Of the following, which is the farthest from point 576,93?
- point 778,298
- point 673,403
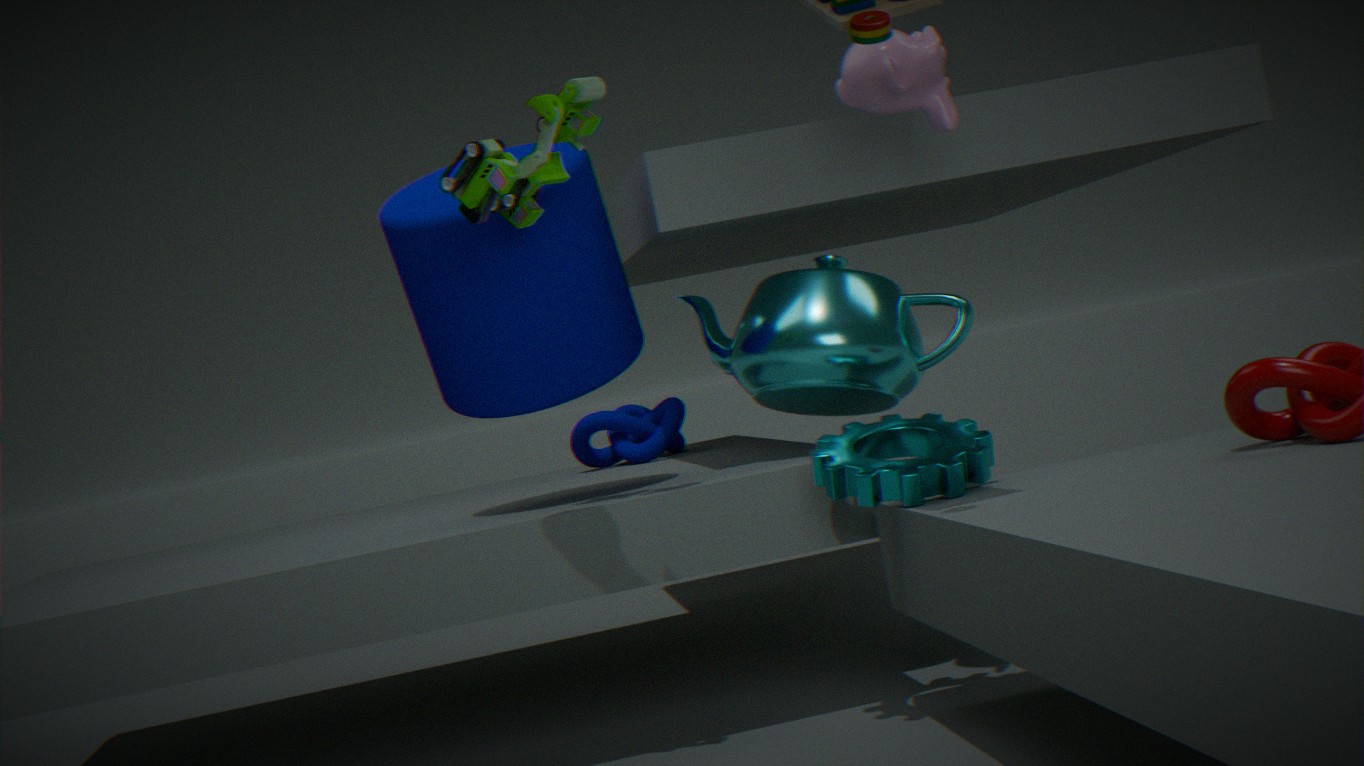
point 673,403
